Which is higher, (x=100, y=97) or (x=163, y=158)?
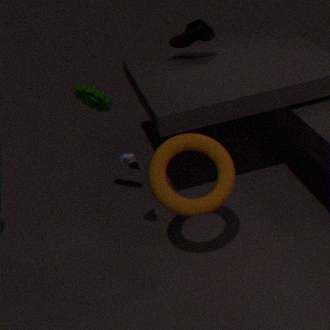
(x=100, y=97)
